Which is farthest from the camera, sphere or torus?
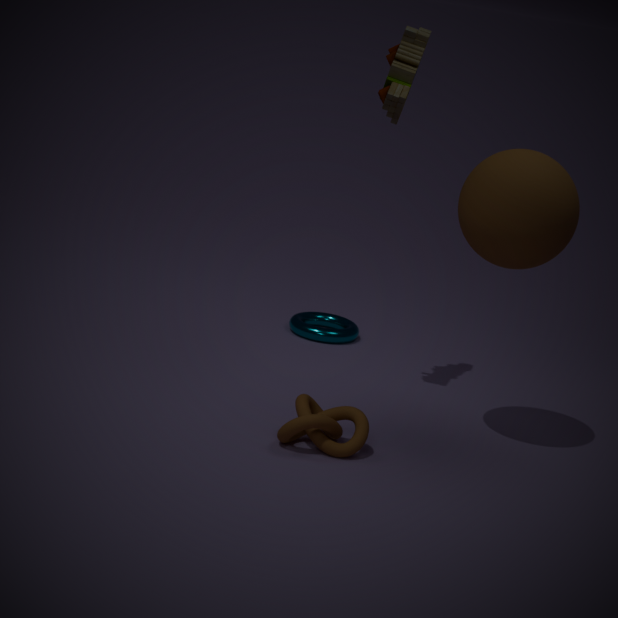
torus
